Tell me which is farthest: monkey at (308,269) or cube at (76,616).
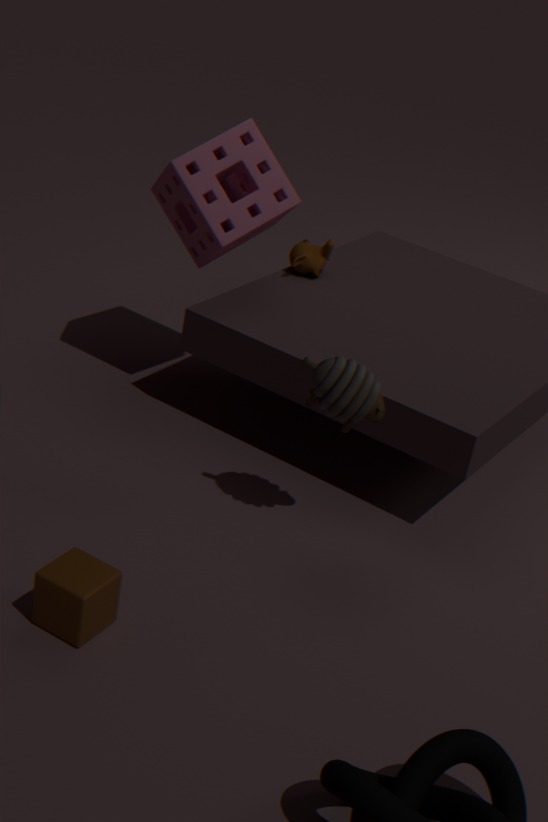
monkey at (308,269)
